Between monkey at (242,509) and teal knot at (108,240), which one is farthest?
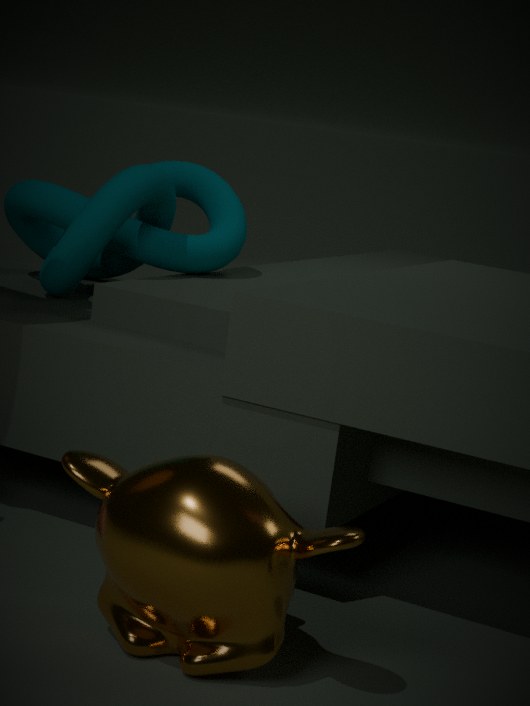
teal knot at (108,240)
